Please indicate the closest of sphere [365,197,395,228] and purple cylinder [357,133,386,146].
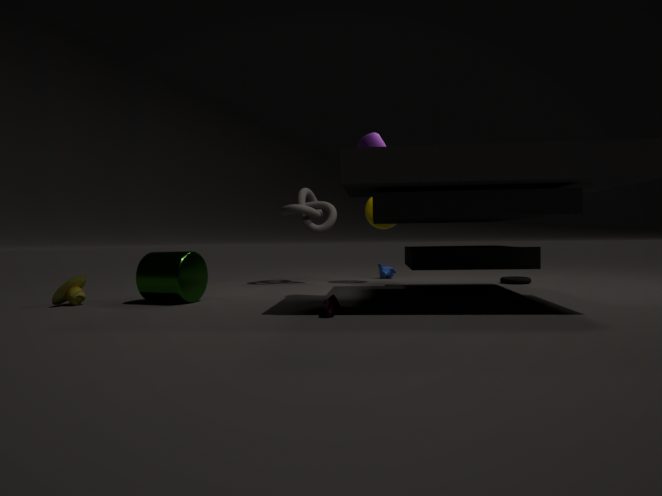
purple cylinder [357,133,386,146]
